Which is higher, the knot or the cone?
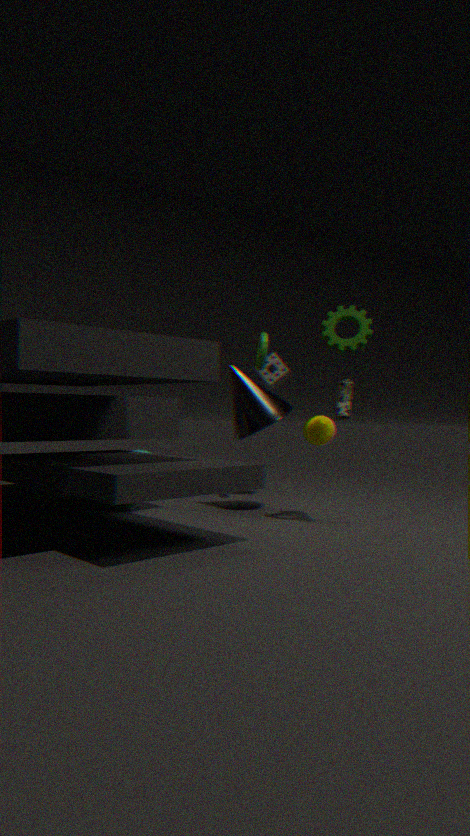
the cone
